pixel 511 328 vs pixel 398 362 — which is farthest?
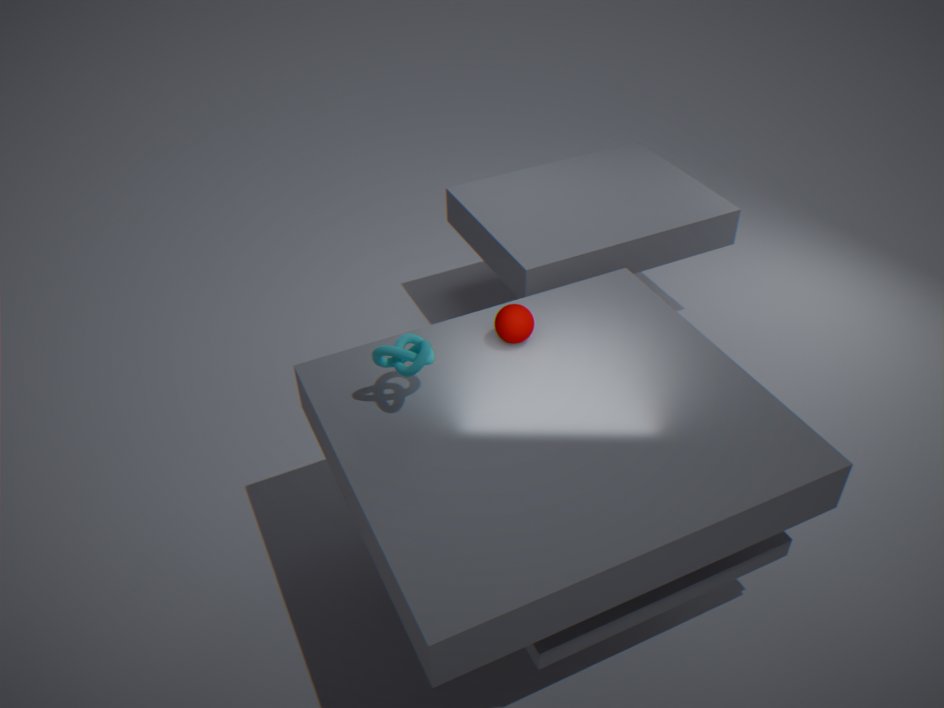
pixel 511 328
